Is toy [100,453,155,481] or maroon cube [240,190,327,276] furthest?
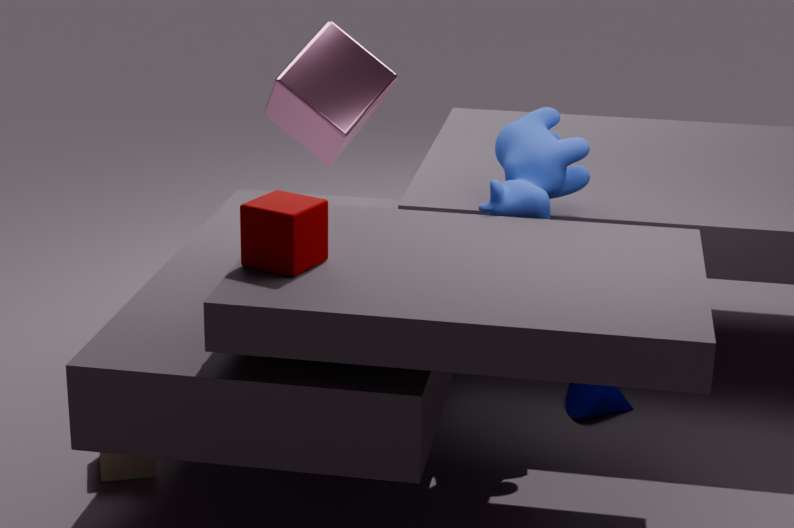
toy [100,453,155,481]
